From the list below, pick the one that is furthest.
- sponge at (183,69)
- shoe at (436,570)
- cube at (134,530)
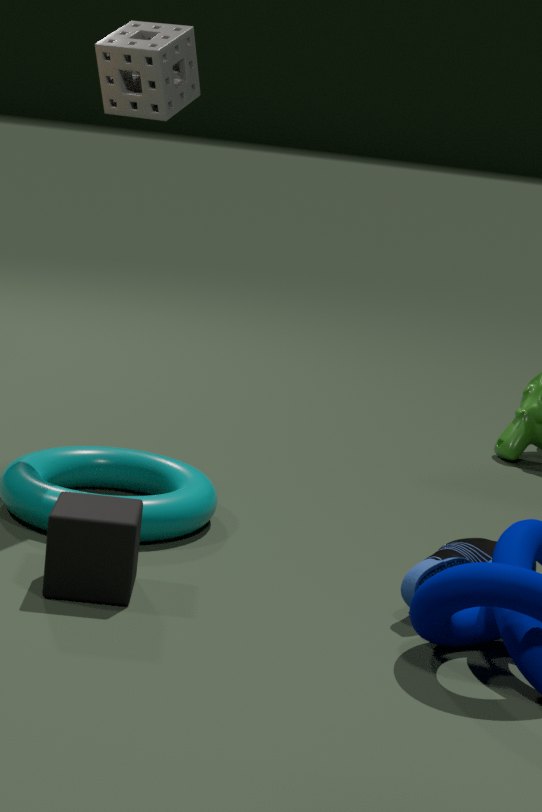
sponge at (183,69)
